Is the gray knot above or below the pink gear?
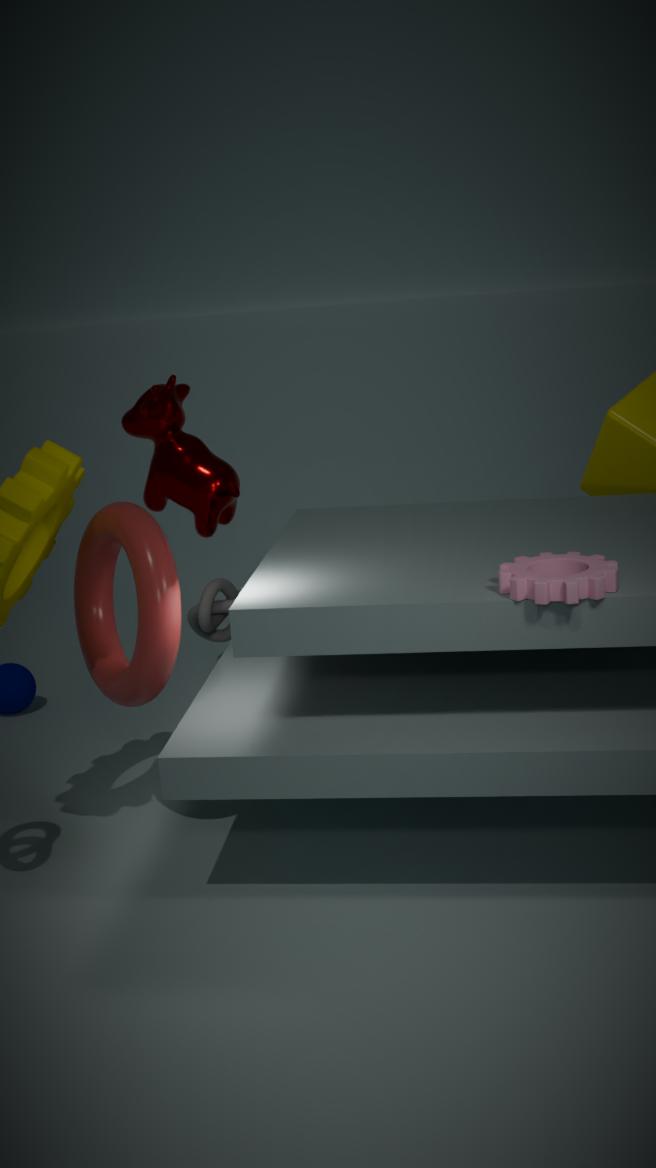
below
